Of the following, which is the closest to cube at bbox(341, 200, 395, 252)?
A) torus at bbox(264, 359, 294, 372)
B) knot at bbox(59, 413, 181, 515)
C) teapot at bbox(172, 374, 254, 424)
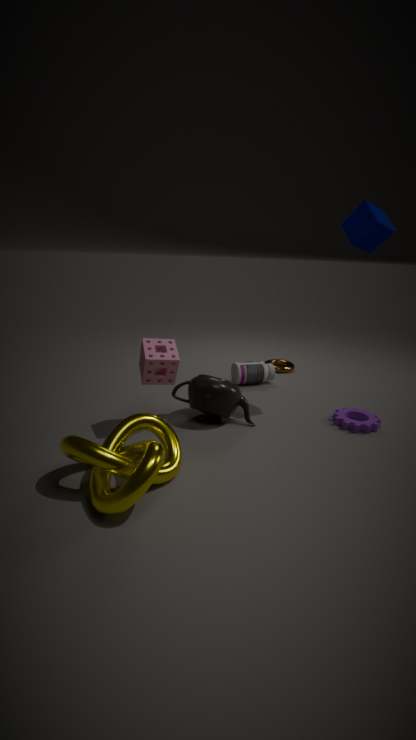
teapot at bbox(172, 374, 254, 424)
